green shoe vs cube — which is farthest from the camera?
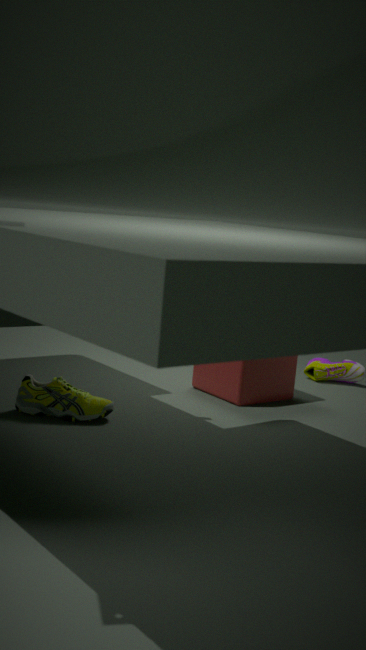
cube
